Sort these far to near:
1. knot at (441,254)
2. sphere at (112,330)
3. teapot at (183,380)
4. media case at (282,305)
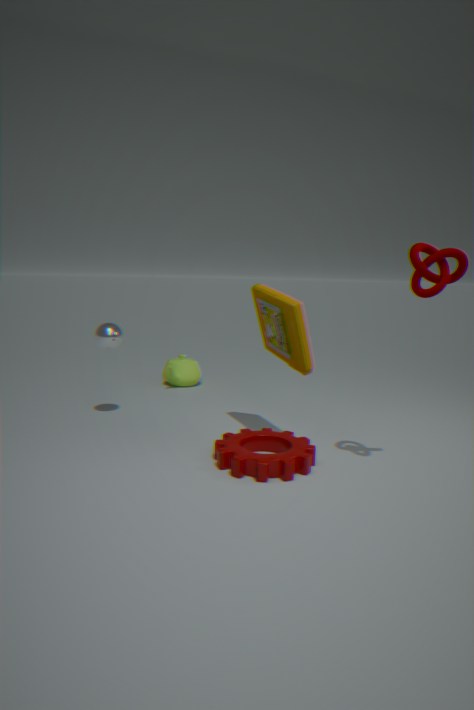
teapot at (183,380) < sphere at (112,330) < media case at (282,305) < knot at (441,254)
